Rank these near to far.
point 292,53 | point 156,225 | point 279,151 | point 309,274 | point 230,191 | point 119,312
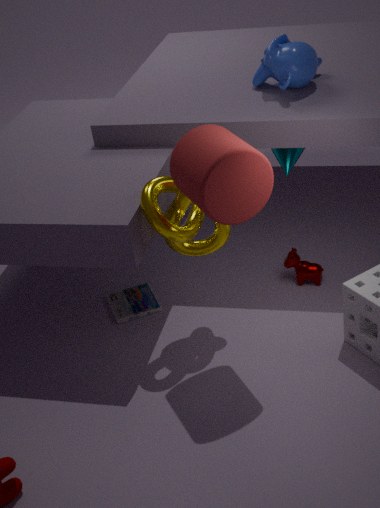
point 230,191 < point 156,225 < point 292,53 < point 309,274 < point 119,312 < point 279,151
